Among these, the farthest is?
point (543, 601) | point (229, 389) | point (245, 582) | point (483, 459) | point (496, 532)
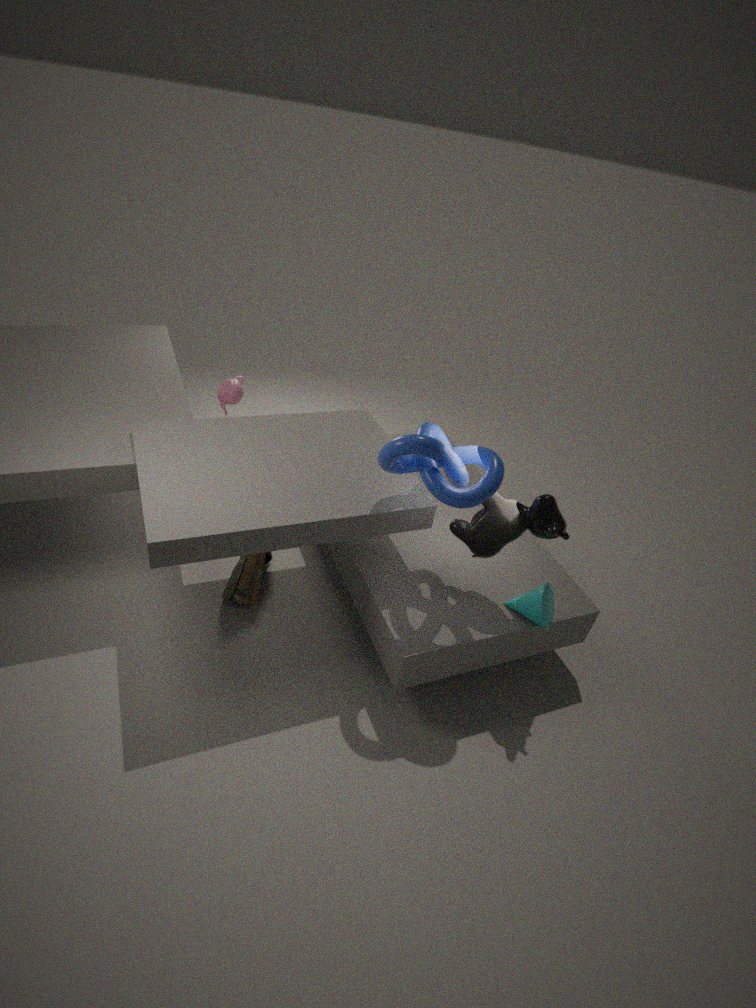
point (229, 389)
